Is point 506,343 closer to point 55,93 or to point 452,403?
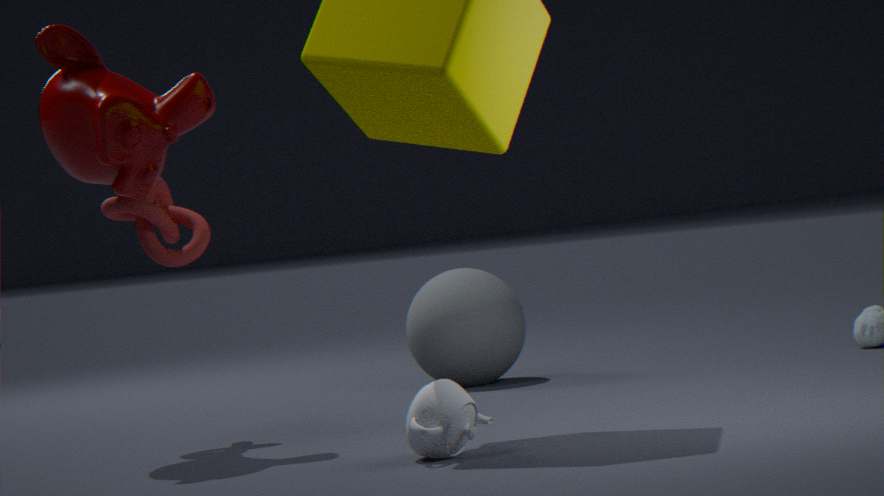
point 55,93
